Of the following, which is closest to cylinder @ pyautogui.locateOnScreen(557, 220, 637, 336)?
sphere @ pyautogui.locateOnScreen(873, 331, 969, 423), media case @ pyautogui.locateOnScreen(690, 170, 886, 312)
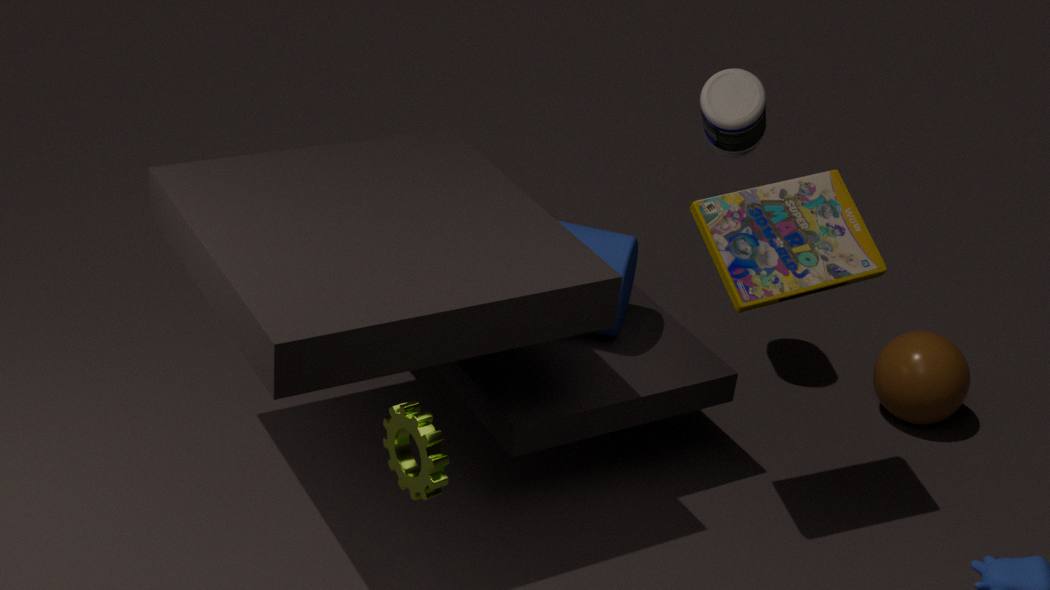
media case @ pyautogui.locateOnScreen(690, 170, 886, 312)
